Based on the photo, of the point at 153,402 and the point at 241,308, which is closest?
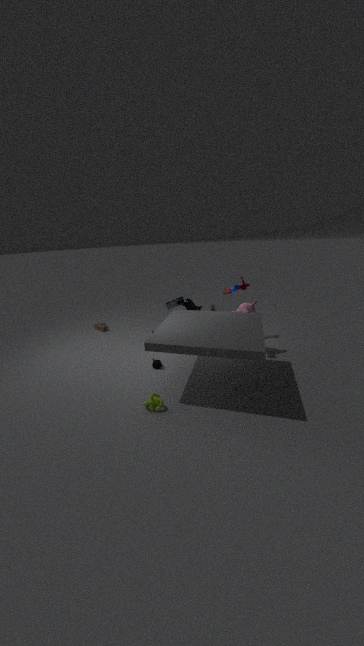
the point at 153,402
